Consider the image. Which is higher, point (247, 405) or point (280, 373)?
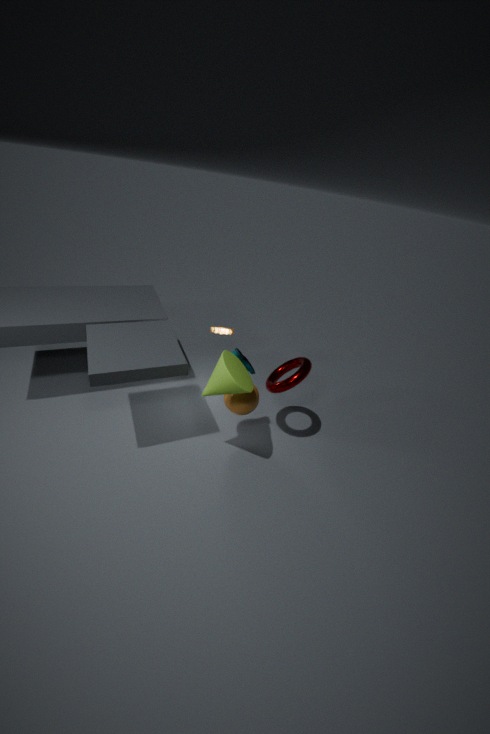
point (280, 373)
